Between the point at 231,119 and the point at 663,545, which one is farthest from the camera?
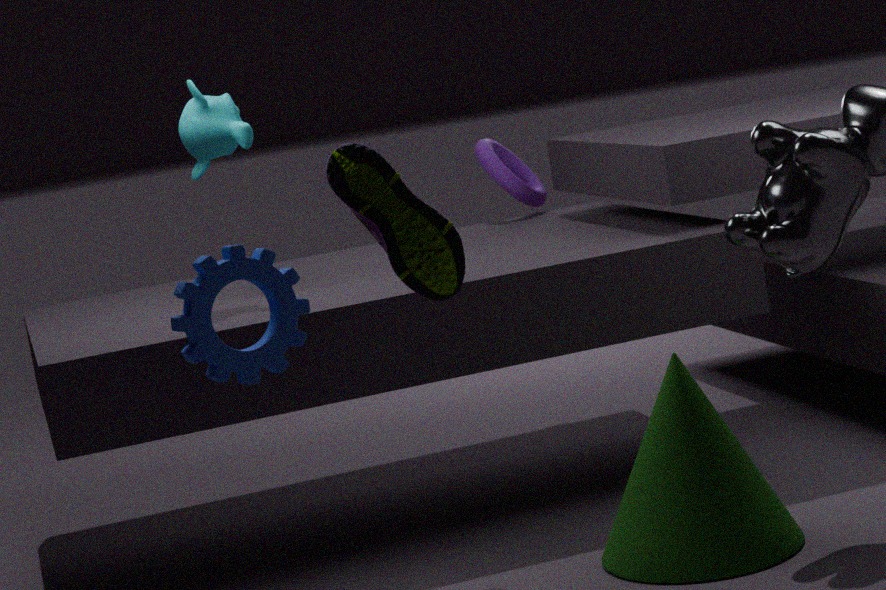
the point at 231,119
